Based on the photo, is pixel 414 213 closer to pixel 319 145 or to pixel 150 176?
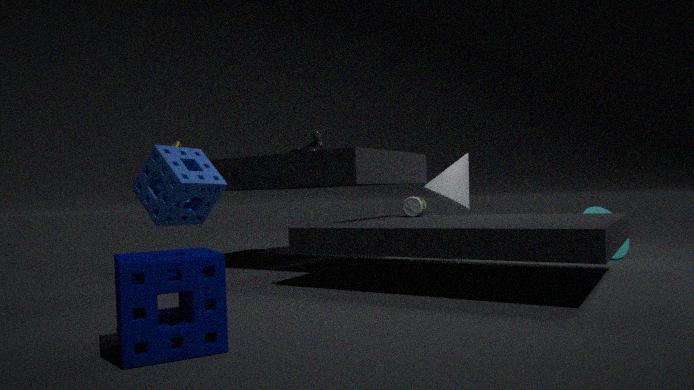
pixel 319 145
